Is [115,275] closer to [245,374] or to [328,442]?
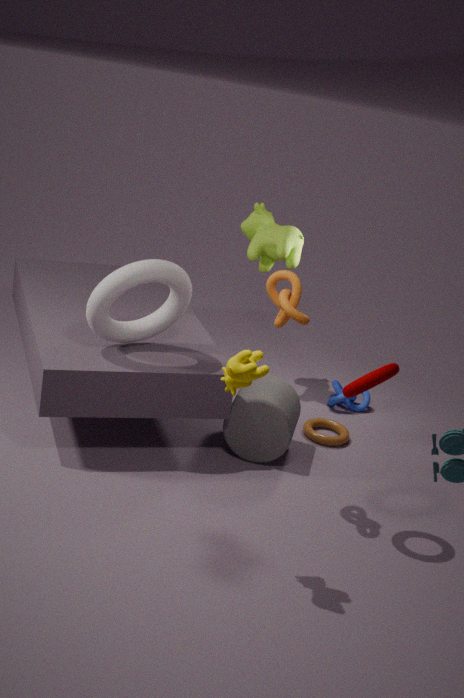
[245,374]
